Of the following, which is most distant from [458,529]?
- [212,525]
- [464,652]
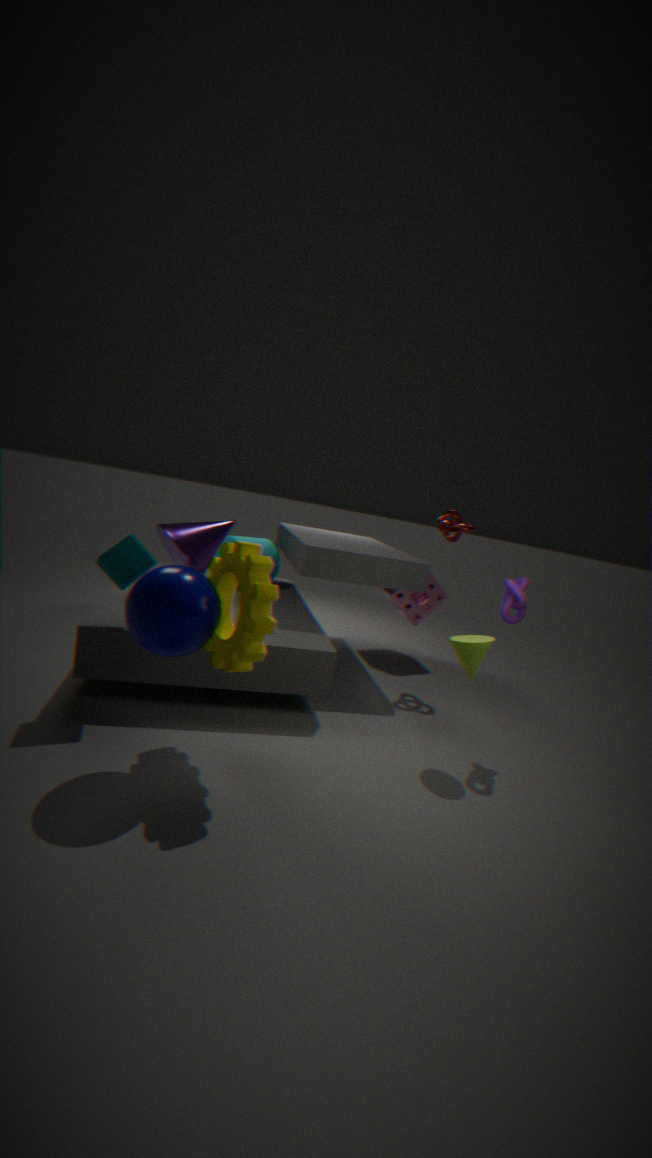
[212,525]
